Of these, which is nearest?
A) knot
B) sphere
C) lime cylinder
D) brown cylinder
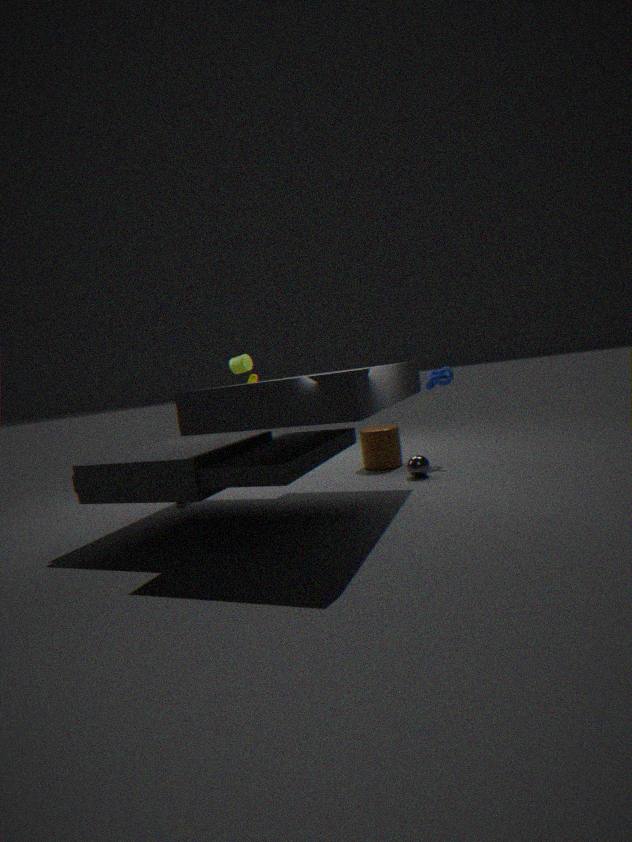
sphere
